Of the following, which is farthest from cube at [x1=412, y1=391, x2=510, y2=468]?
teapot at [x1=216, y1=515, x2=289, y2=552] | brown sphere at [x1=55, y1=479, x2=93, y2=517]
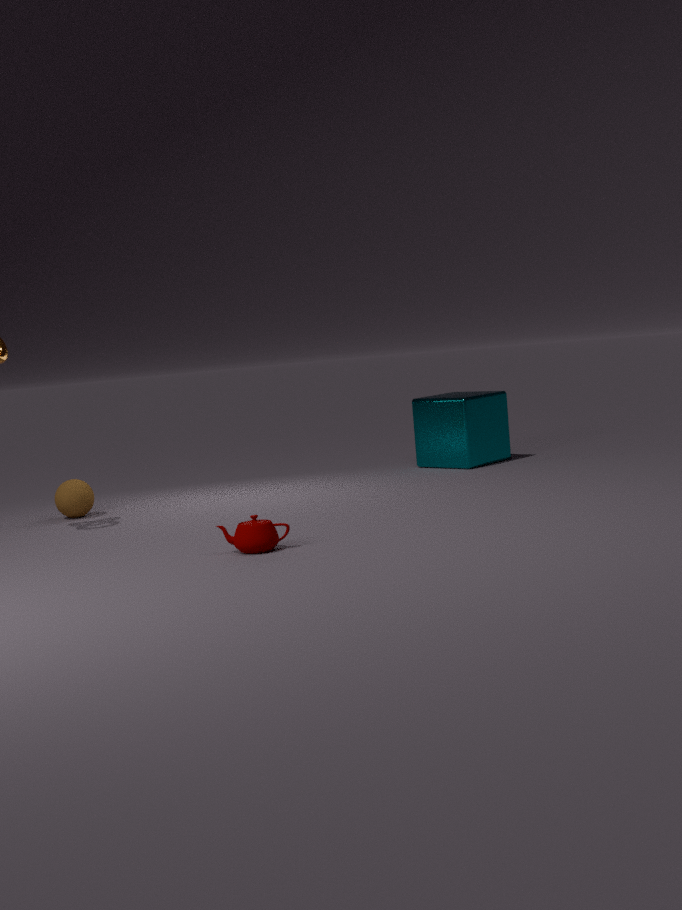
teapot at [x1=216, y1=515, x2=289, y2=552]
